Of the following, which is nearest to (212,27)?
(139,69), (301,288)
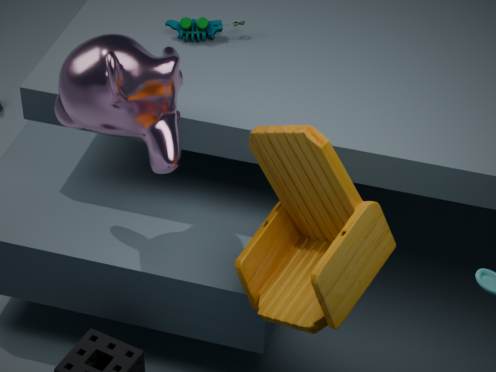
(139,69)
